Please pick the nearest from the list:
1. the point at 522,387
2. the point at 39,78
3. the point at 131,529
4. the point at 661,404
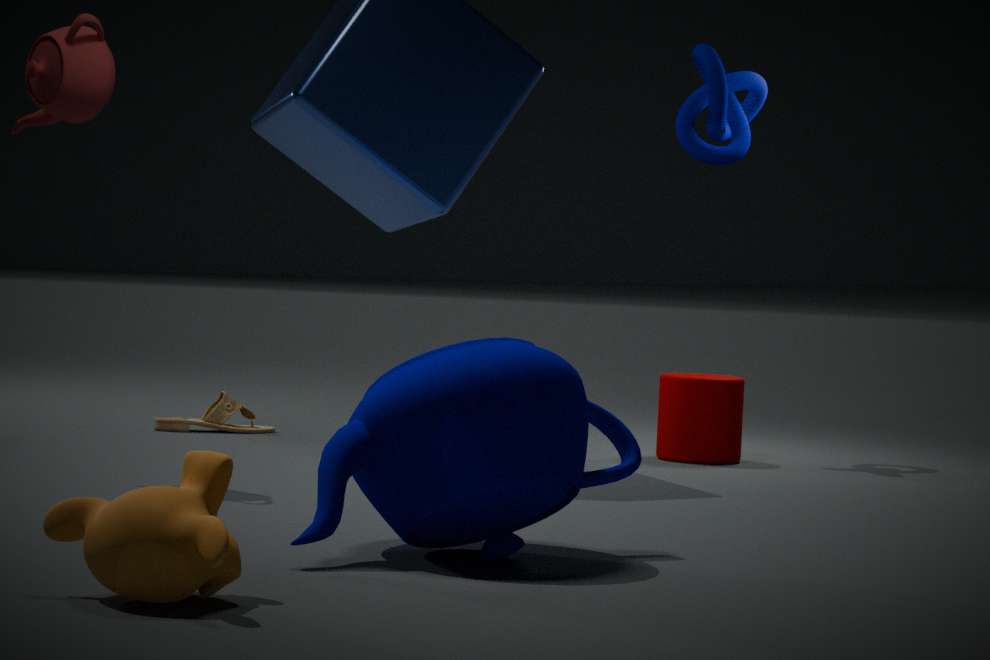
the point at 131,529
